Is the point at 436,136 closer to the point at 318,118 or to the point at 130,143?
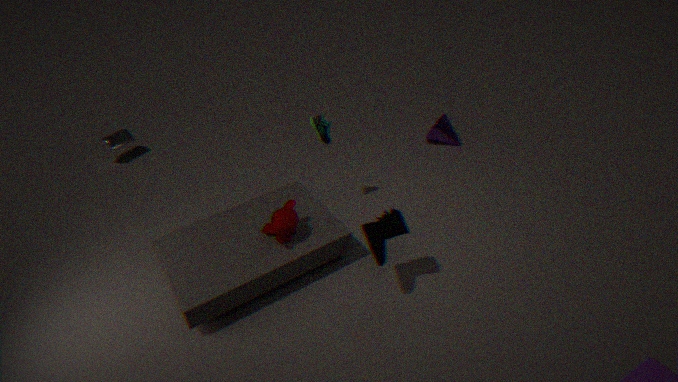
the point at 318,118
